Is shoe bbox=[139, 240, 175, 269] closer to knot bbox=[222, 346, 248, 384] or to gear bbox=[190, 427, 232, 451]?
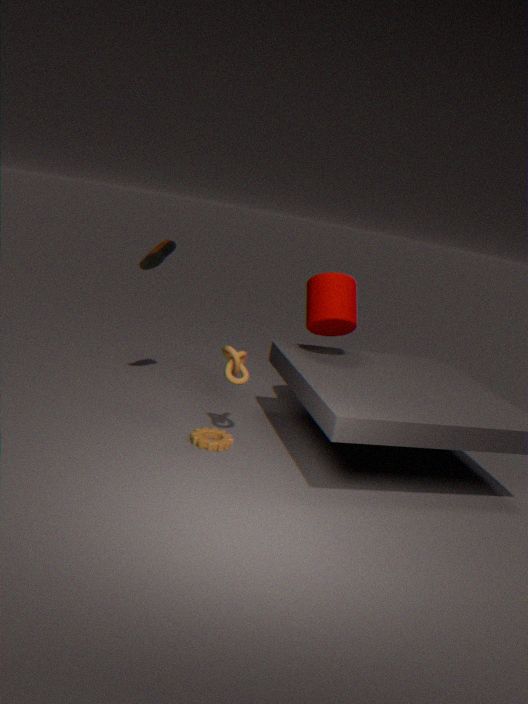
knot bbox=[222, 346, 248, 384]
